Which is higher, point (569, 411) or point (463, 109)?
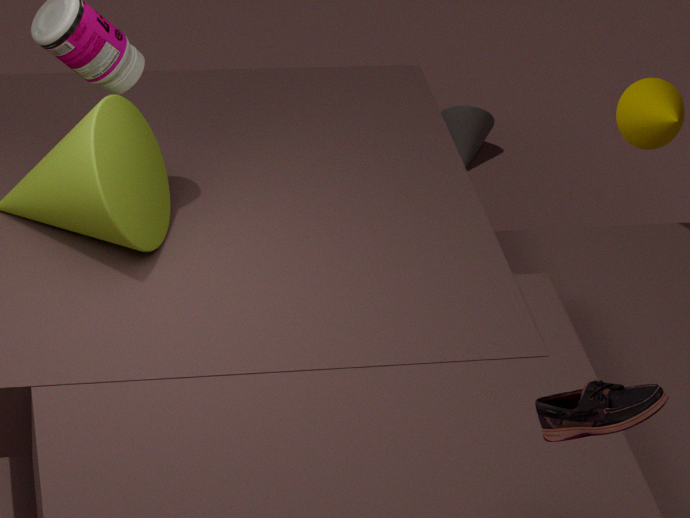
point (569, 411)
